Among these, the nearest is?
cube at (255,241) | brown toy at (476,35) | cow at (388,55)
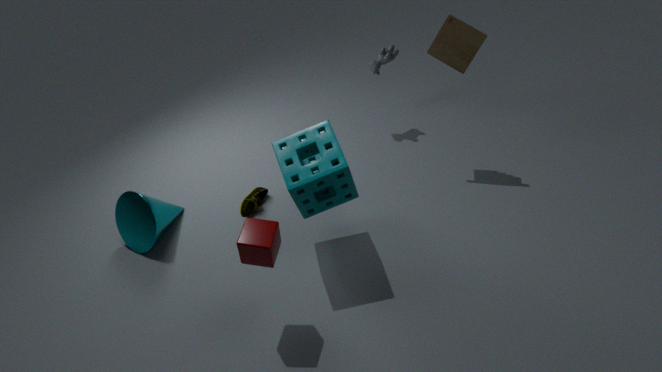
cube at (255,241)
